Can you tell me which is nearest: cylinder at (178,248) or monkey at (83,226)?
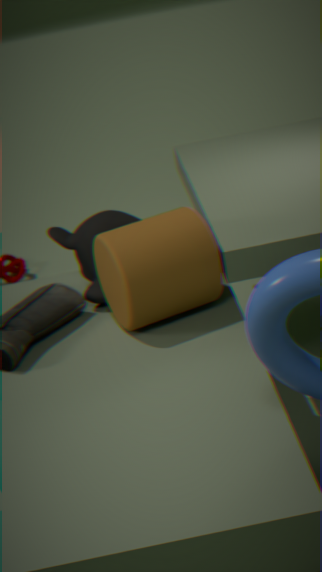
cylinder at (178,248)
